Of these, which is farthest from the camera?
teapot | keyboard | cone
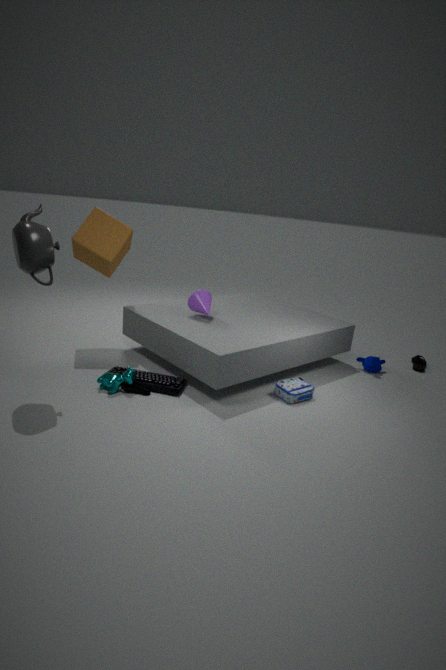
cone
